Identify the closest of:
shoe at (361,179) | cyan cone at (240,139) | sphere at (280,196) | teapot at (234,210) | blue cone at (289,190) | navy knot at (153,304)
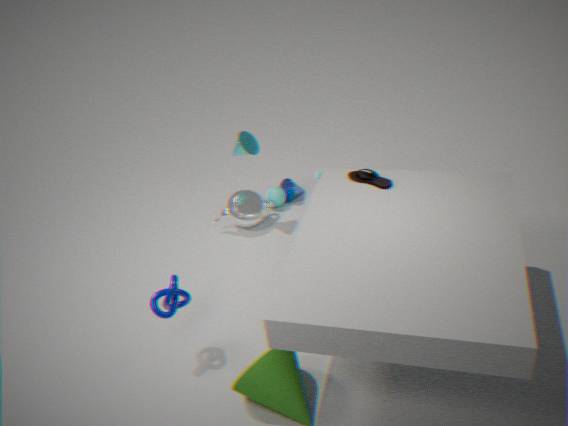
navy knot at (153,304)
